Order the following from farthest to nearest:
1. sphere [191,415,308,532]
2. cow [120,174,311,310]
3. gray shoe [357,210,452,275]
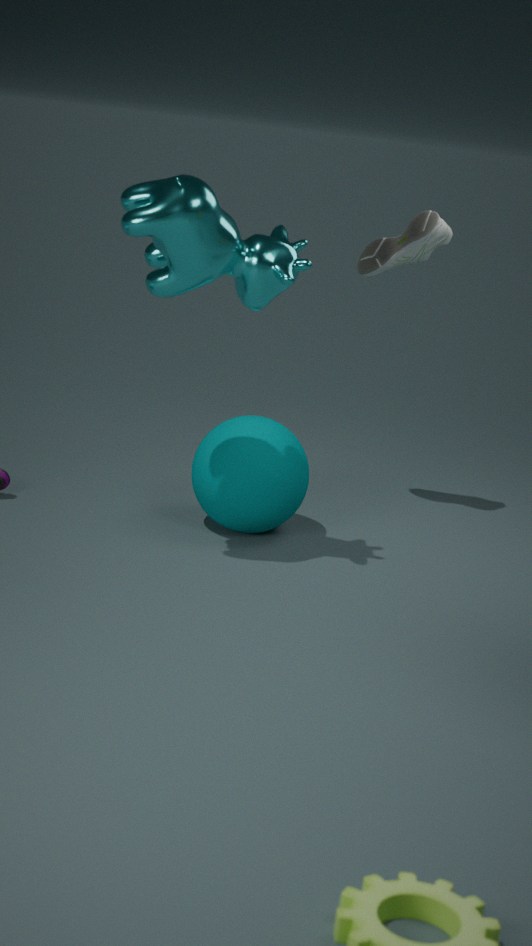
gray shoe [357,210,452,275] → sphere [191,415,308,532] → cow [120,174,311,310]
